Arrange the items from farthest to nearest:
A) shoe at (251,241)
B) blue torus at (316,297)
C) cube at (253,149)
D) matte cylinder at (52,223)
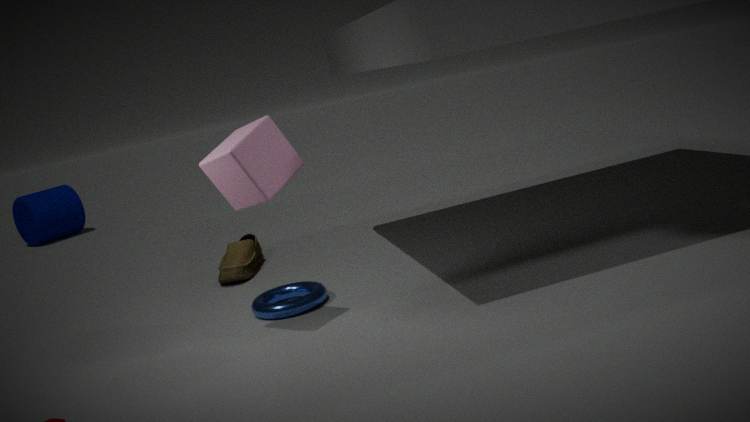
matte cylinder at (52,223) → shoe at (251,241) → blue torus at (316,297) → cube at (253,149)
